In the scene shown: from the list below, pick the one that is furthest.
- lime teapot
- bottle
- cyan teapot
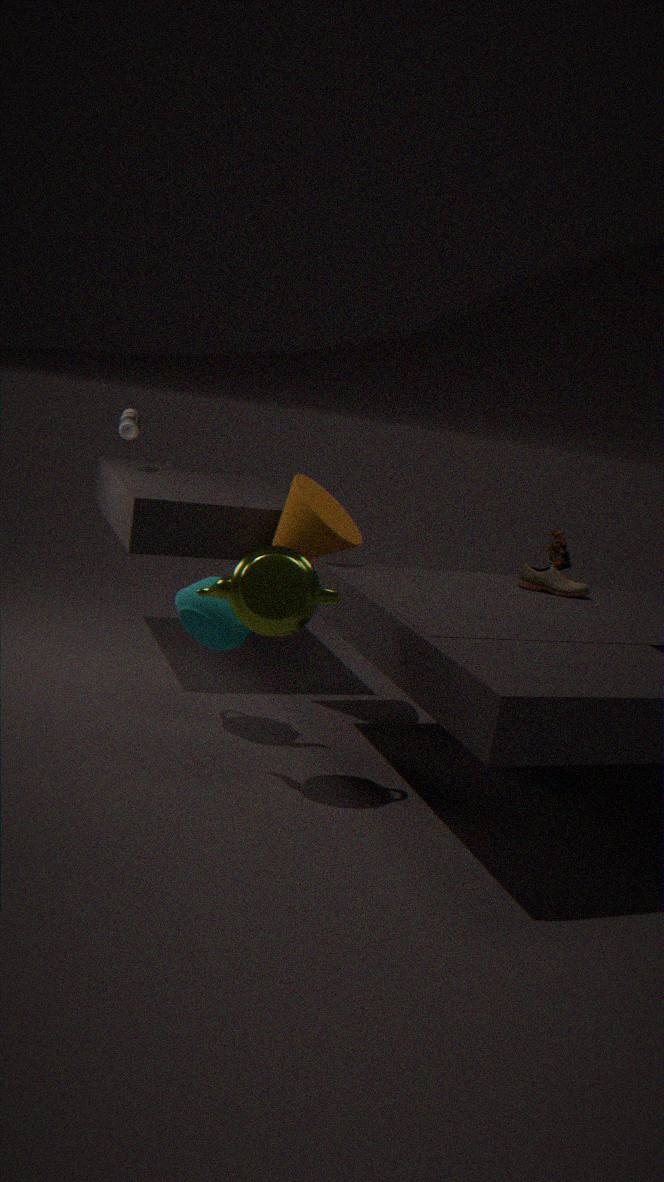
bottle
